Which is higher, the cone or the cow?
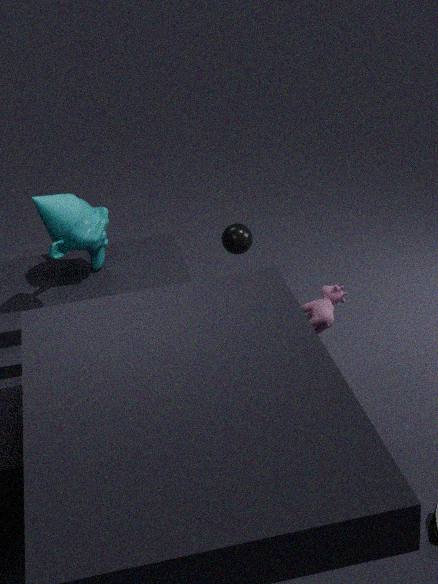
the cone
